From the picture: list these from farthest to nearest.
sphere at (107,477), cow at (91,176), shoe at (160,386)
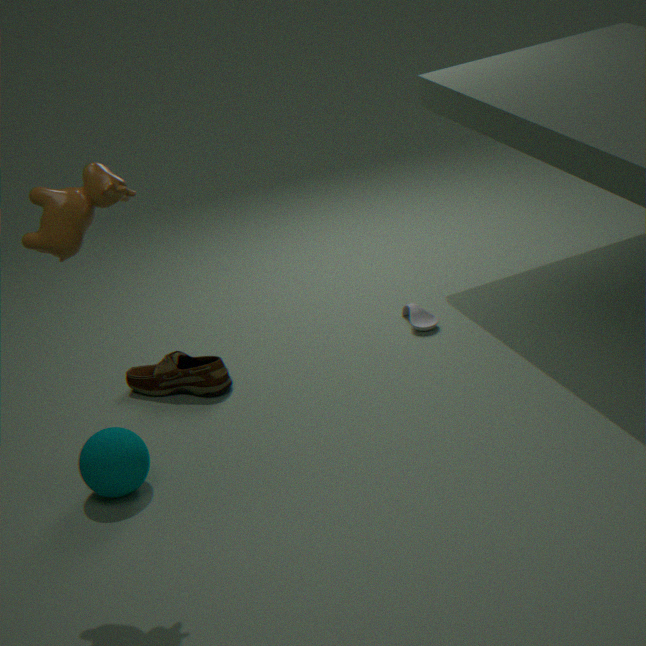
shoe at (160,386) < sphere at (107,477) < cow at (91,176)
